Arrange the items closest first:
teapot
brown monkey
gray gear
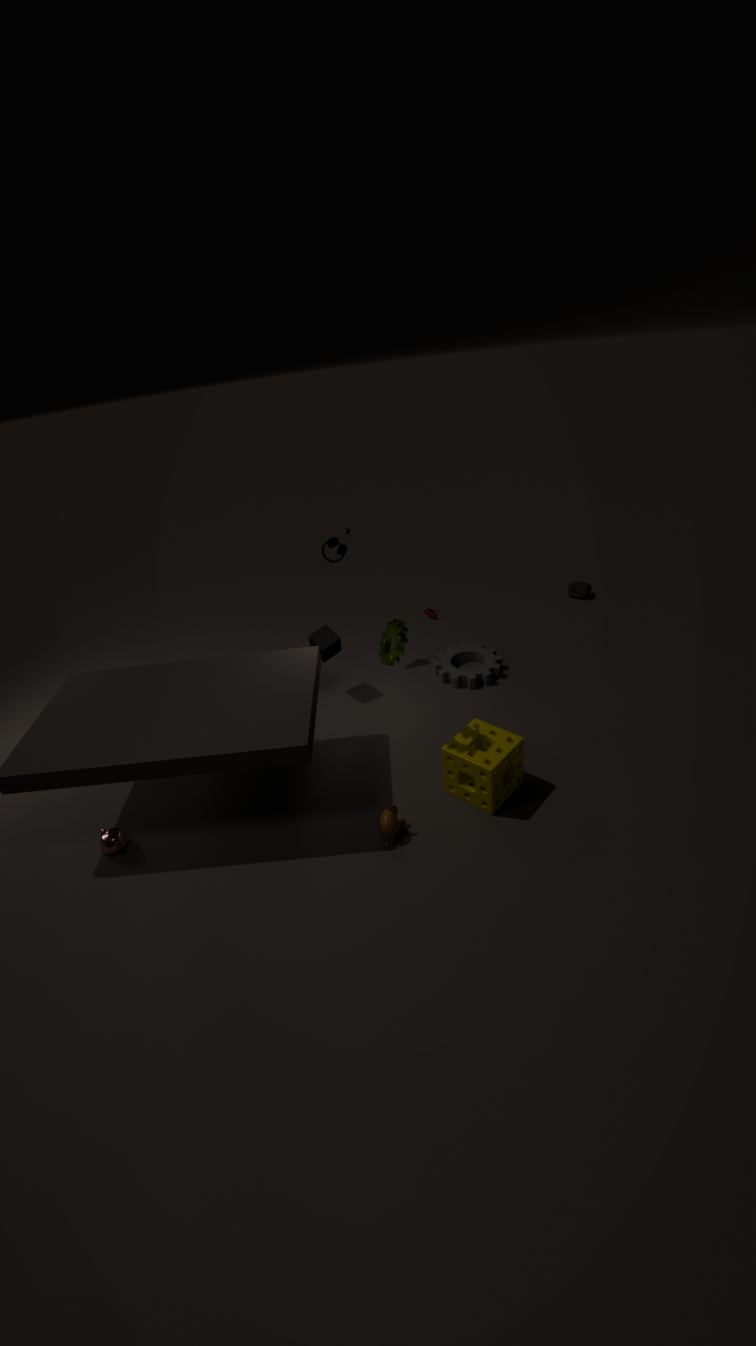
brown monkey, teapot, gray gear
